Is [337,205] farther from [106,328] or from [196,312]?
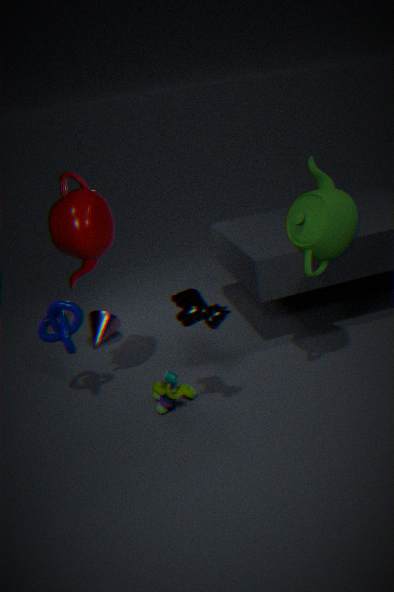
[106,328]
